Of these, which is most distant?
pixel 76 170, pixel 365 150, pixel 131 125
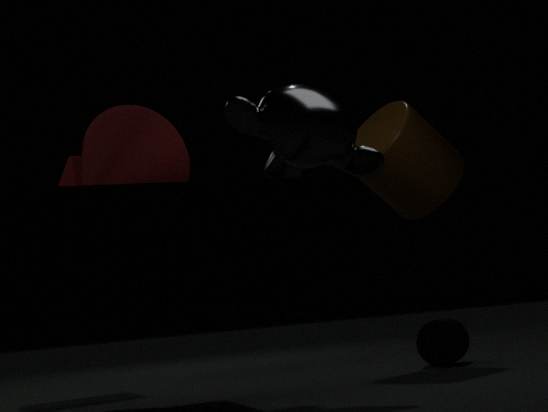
pixel 76 170
